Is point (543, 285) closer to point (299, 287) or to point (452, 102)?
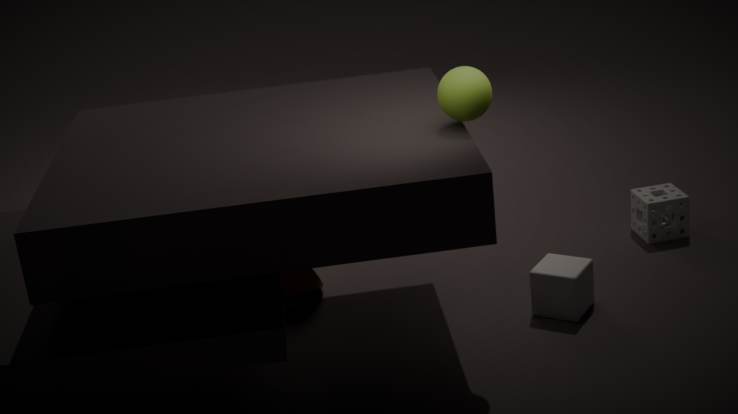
point (452, 102)
